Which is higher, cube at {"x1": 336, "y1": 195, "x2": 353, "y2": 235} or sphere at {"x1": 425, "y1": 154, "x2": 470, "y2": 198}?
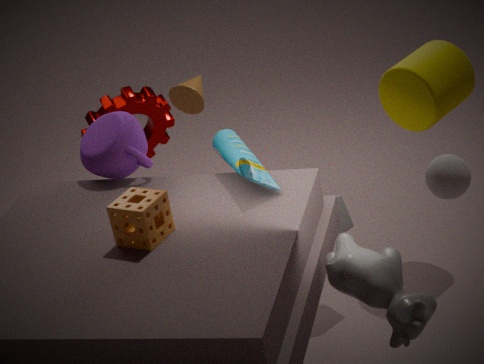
sphere at {"x1": 425, "y1": 154, "x2": 470, "y2": 198}
